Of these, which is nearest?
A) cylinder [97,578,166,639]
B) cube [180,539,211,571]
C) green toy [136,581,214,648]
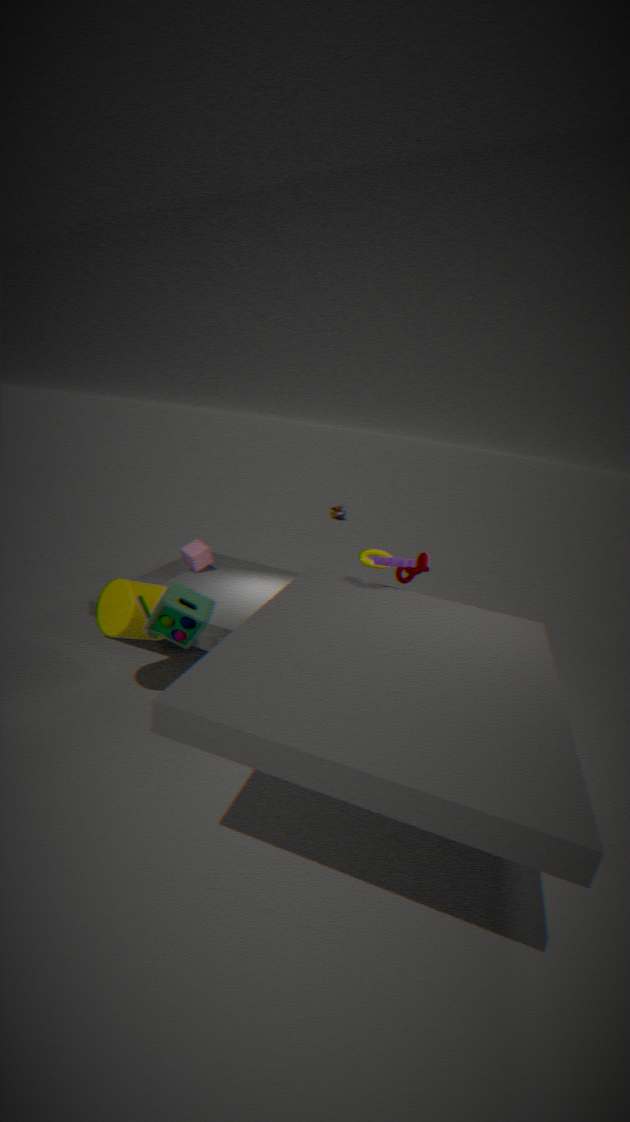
green toy [136,581,214,648]
